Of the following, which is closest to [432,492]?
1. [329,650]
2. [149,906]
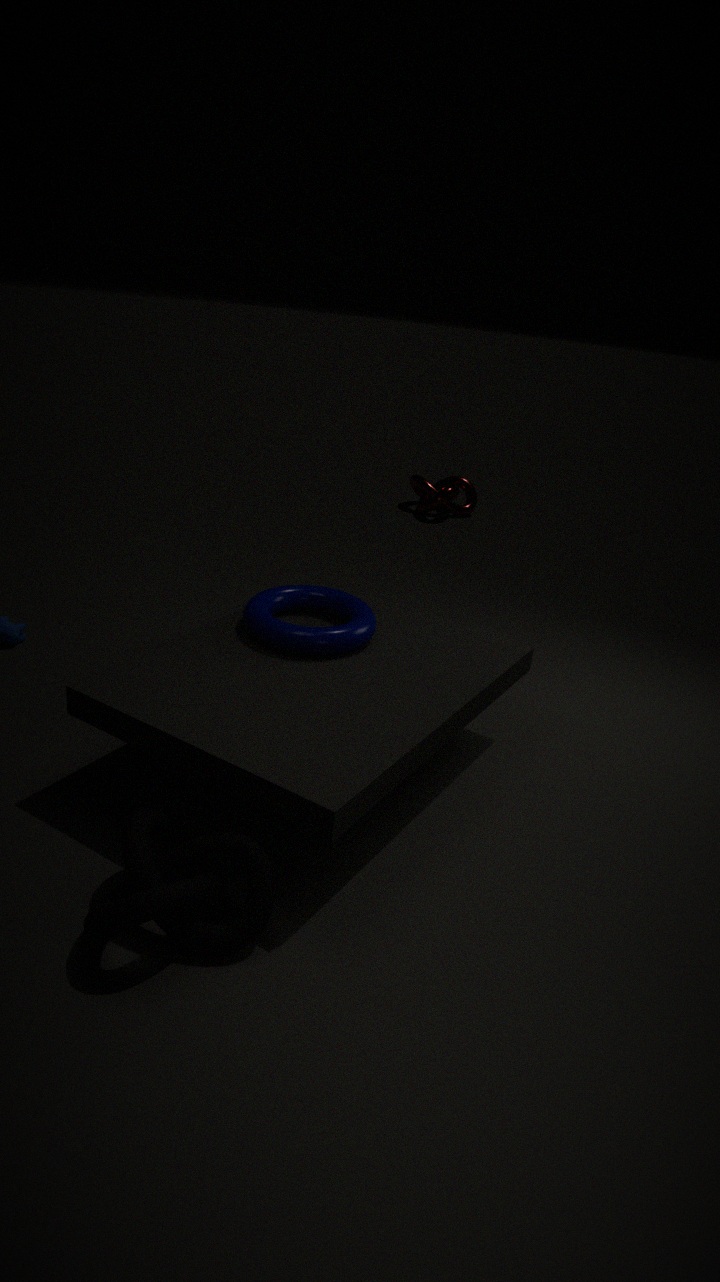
[329,650]
